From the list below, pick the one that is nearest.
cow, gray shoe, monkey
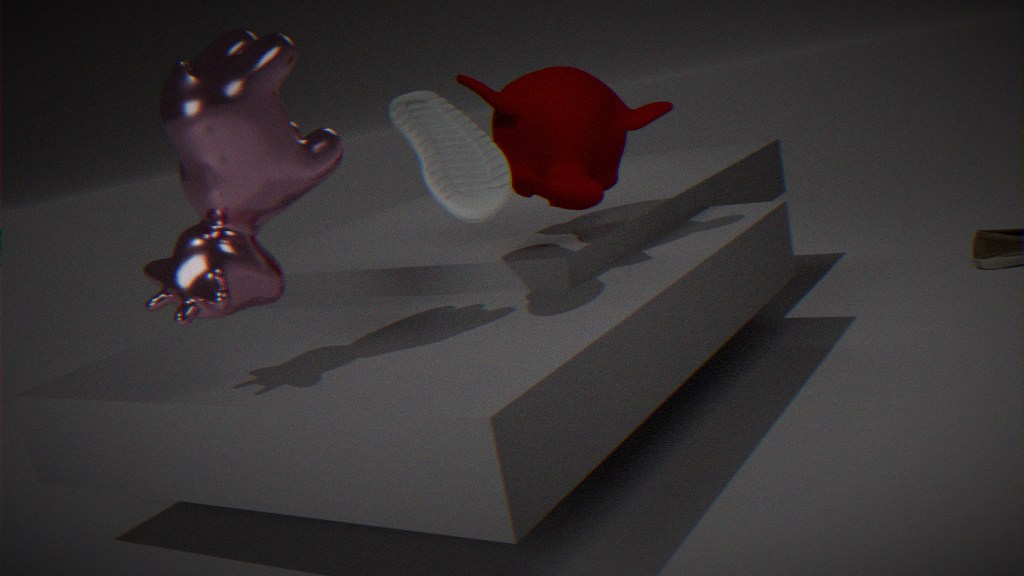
cow
